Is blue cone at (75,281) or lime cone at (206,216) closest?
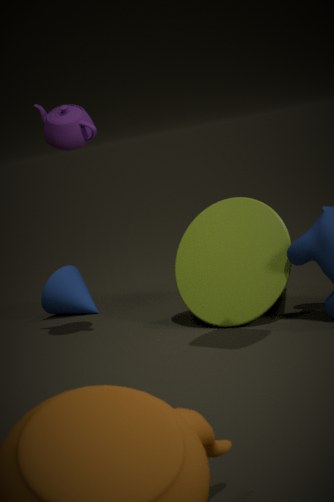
lime cone at (206,216)
